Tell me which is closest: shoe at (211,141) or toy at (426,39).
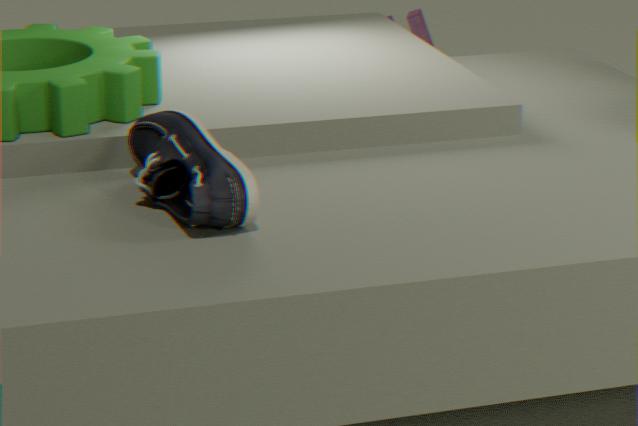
shoe at (211,141)
